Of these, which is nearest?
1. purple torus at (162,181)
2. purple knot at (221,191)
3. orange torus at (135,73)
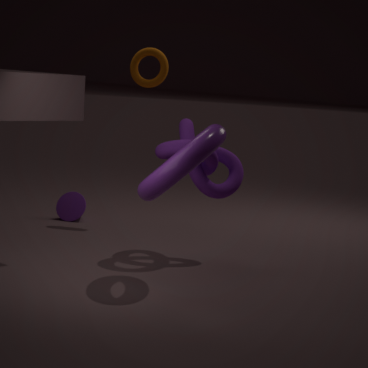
purple torus at (162,181)
